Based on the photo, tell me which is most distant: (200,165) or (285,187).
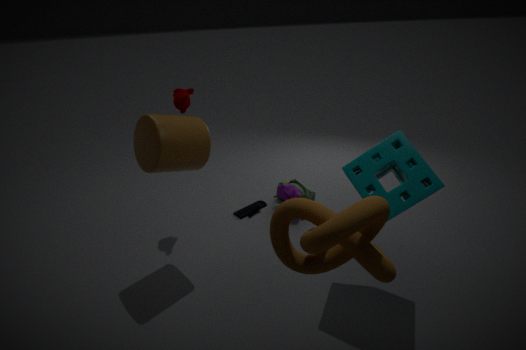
(285,187)
